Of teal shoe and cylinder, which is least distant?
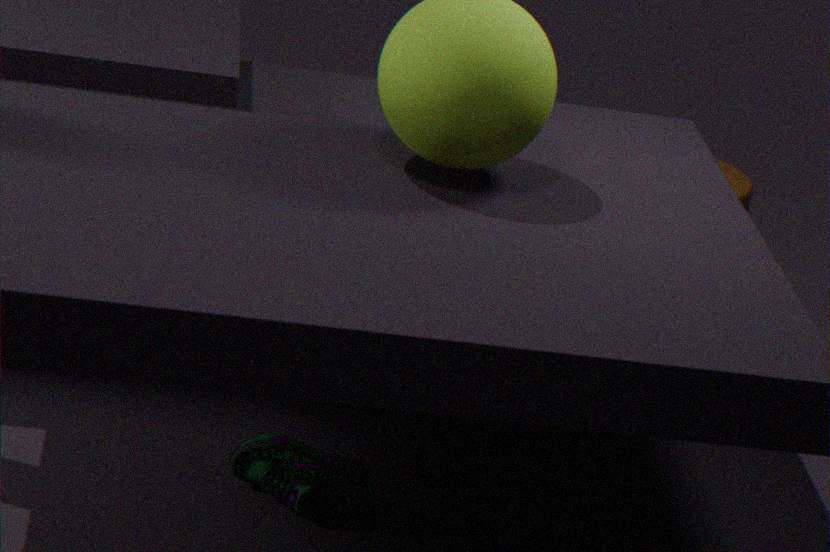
teal shoe
